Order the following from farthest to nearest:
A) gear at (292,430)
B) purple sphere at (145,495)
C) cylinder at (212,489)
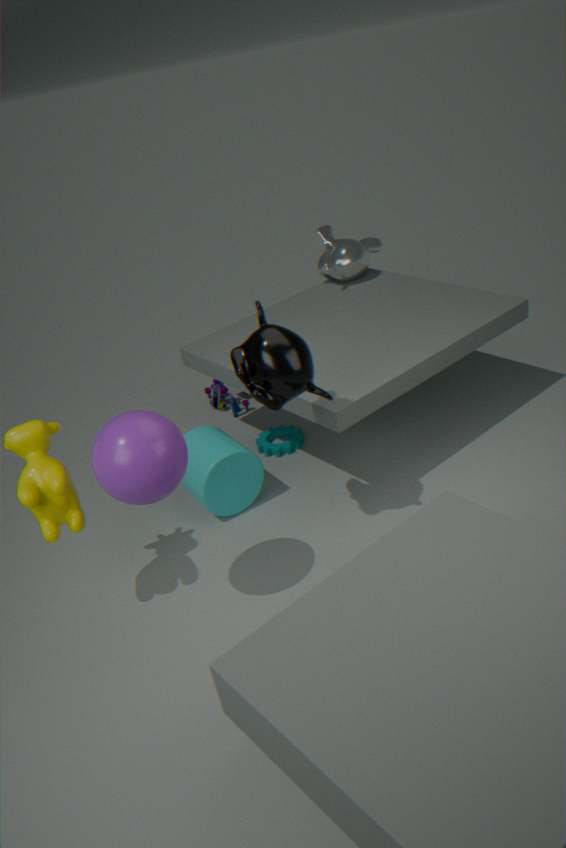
gear at (292,430)
cylinder at (212,489)
purple sphere at (145,495)
